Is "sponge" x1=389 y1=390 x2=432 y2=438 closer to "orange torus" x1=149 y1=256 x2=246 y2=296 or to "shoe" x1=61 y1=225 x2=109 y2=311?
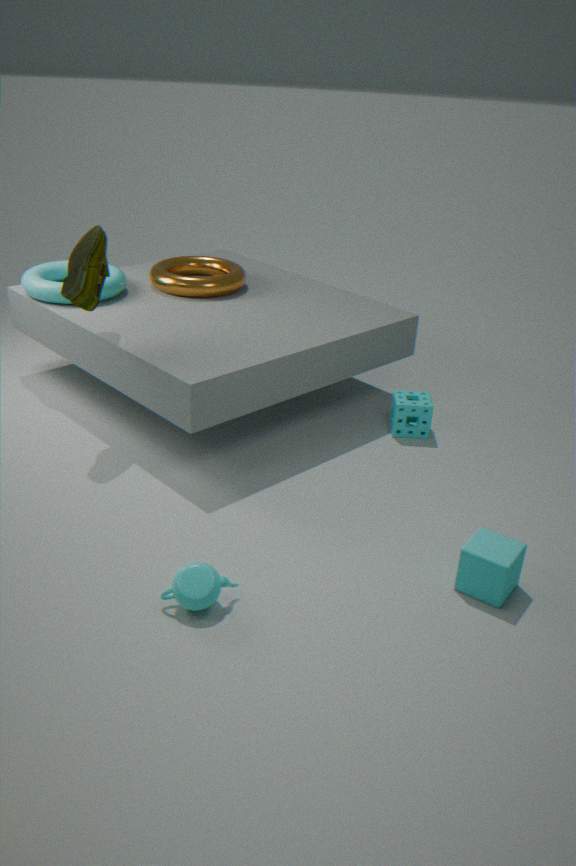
"orange torus" x1=149 y1=256 x2=246 y2=296
